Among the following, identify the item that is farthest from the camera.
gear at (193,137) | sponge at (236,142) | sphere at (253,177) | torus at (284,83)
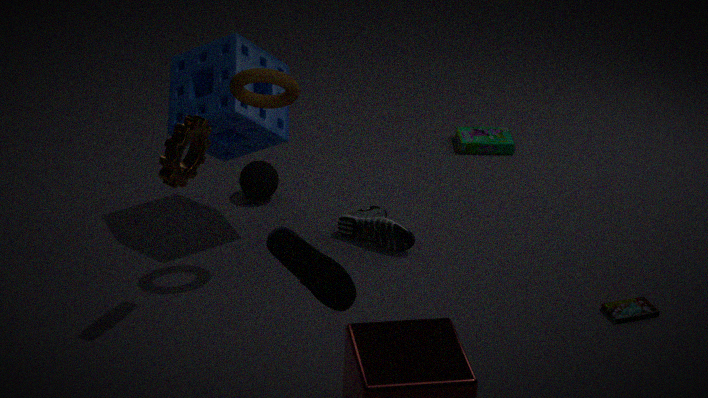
sphere at (253,177)
